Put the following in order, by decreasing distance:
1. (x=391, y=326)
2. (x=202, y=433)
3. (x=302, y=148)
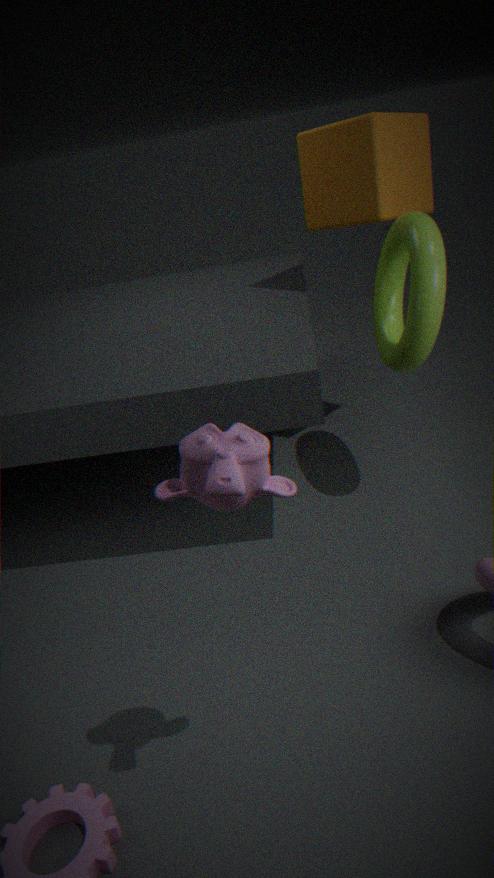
(x=302, y=148) → (x=391, y=326) → (x=202, y=433)
